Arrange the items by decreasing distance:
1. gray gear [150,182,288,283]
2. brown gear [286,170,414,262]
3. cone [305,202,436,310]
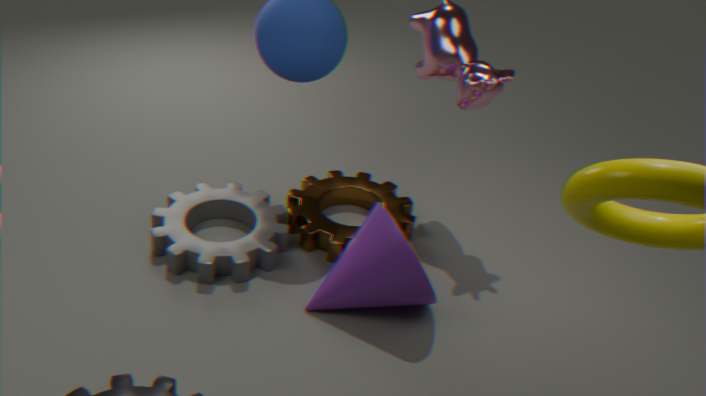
1. brown gear [286,170,414,262]
2. gray gear [150,182,288,283]
3. cone [305,202,436,310]
